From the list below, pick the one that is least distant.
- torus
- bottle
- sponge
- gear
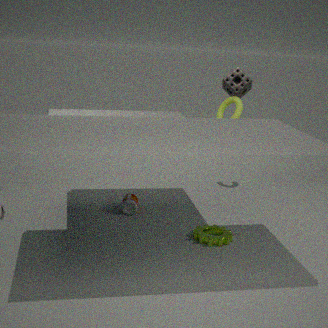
gear
